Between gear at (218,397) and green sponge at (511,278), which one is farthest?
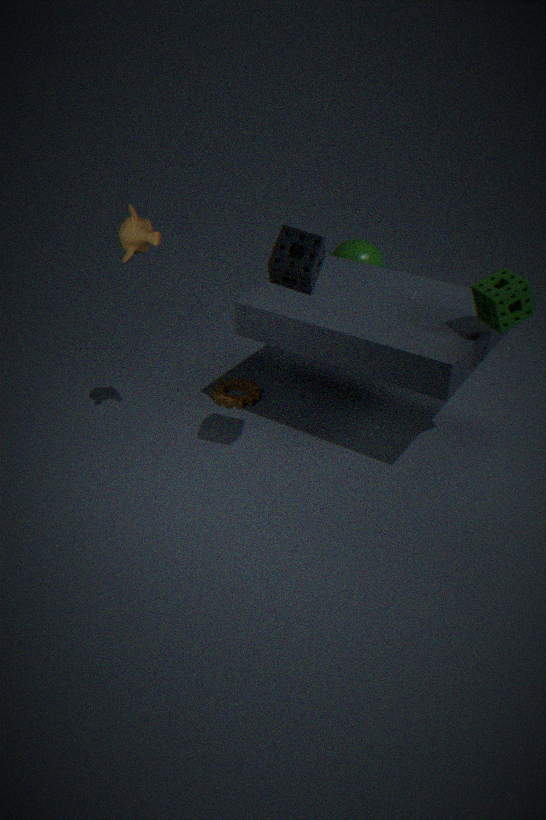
gear at (218,397)
